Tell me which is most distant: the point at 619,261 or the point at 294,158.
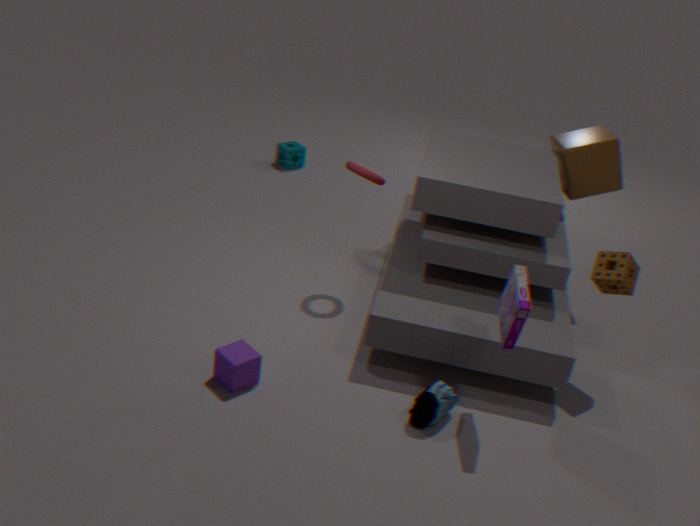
the point at 294,158
